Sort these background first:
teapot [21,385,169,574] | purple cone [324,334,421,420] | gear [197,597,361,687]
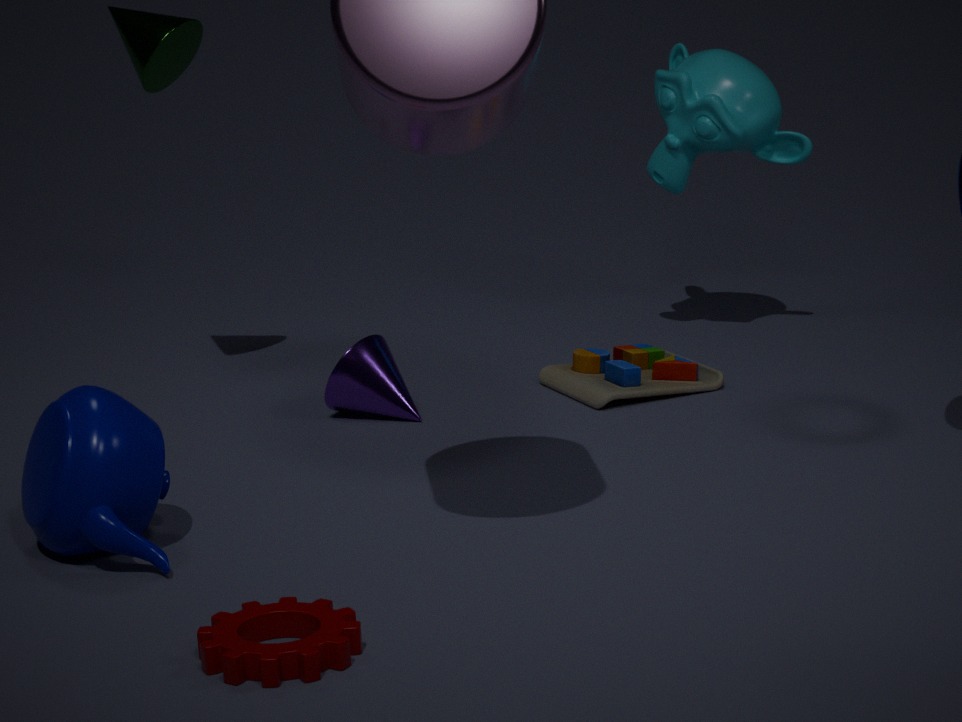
purple cone [324,334,421,420]
teapot [21,385,169,574]
gear [197,597,361,687]
